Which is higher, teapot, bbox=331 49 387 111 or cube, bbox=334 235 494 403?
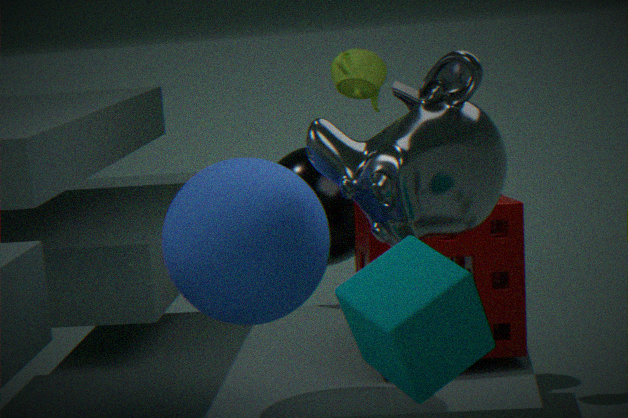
teapot, bbox=331 49 387 111
